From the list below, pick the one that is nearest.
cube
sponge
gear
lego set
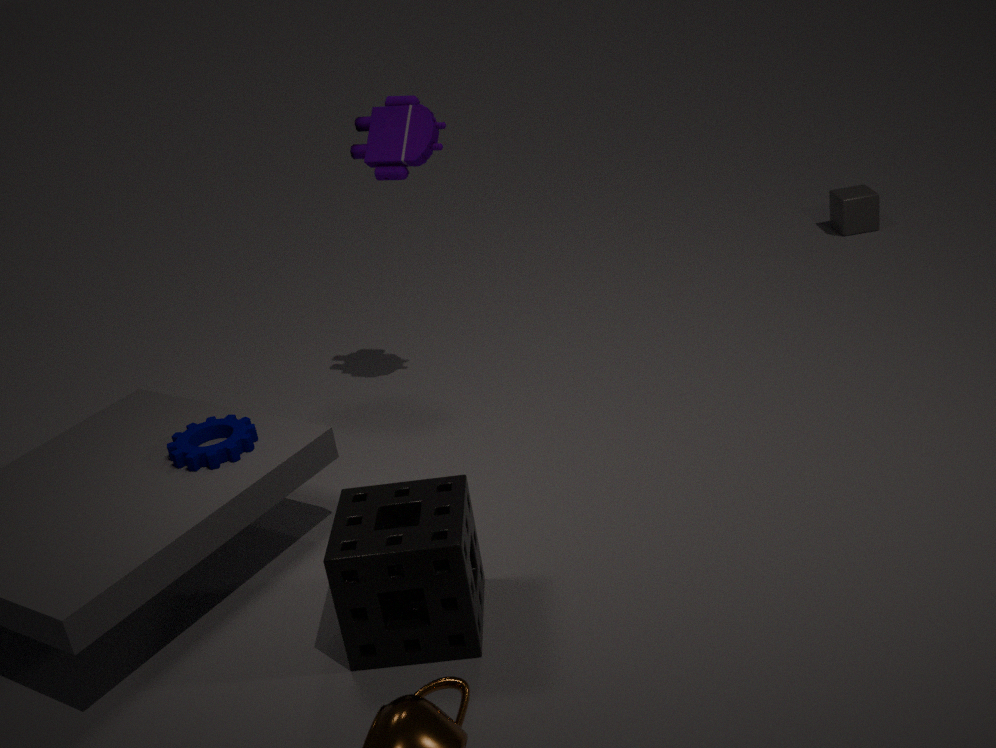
sponge
